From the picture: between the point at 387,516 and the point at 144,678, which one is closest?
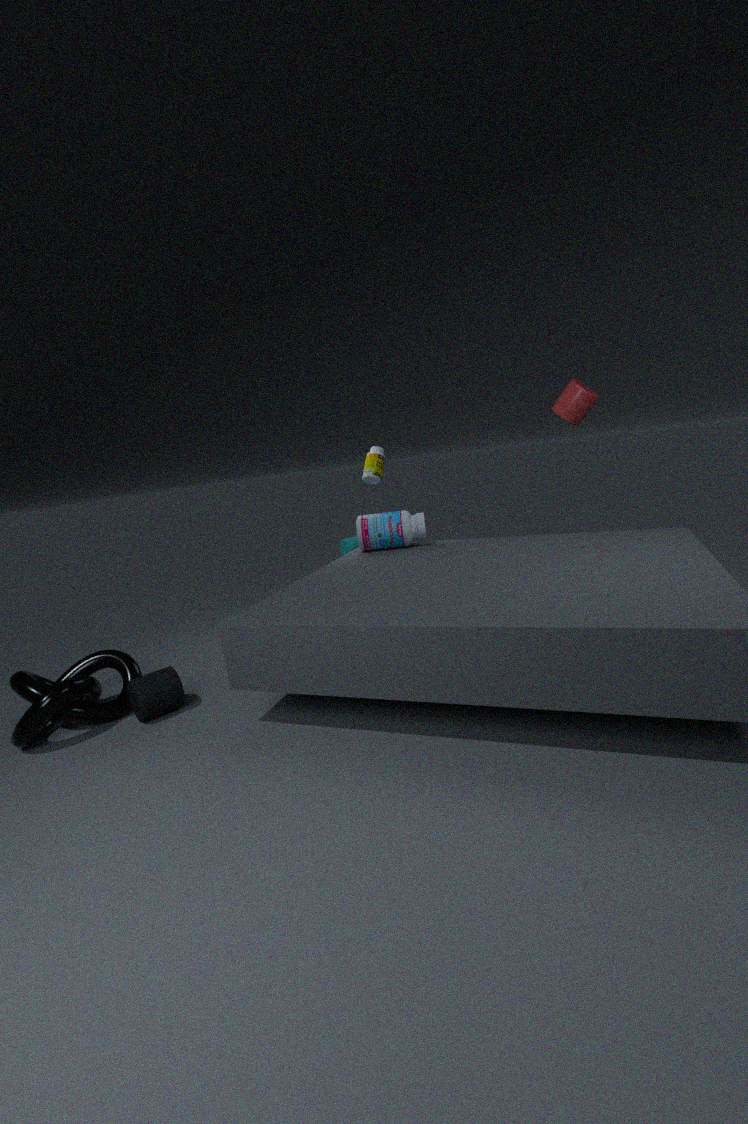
the point at 144,678
